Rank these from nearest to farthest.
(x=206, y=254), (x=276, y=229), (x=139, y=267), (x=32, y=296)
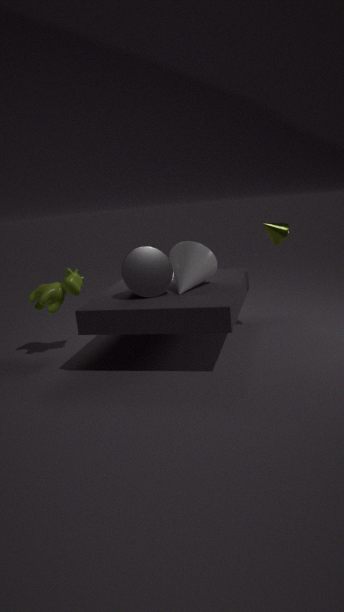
(x=139, y=267) → (x=206, y=254) → (x=276, y=229) → (x=32, y=296)
